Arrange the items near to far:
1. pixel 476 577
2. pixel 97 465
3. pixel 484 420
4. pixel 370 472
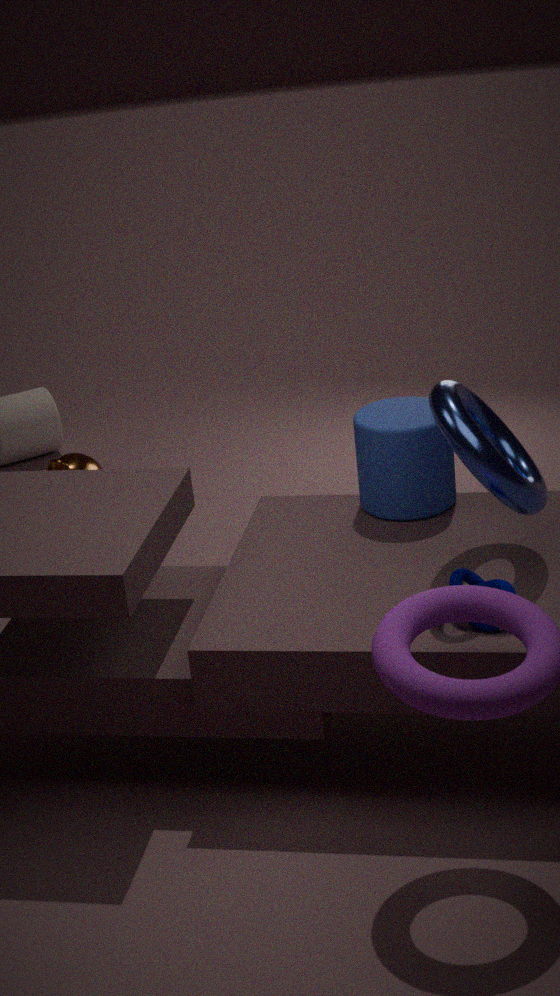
pixel 476 577, pixel 484 420, pixel 370 472, pixel 97 465
